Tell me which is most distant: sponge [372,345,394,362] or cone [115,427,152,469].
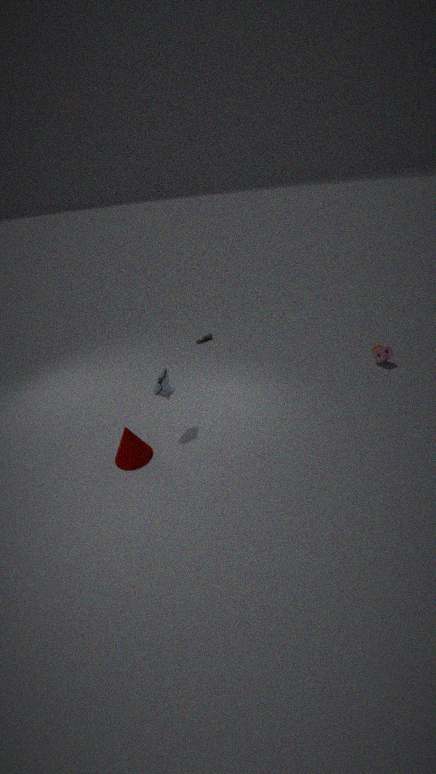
sponge [372,345,394,362]
